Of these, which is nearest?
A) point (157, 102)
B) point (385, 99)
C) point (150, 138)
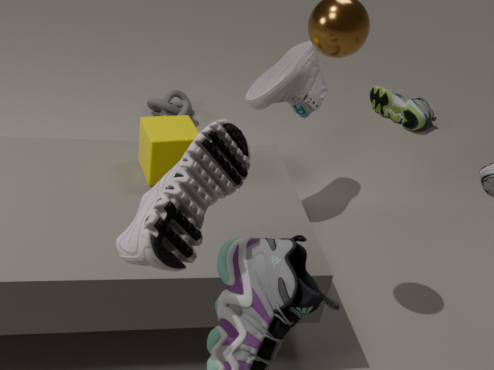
point (150, 138)
